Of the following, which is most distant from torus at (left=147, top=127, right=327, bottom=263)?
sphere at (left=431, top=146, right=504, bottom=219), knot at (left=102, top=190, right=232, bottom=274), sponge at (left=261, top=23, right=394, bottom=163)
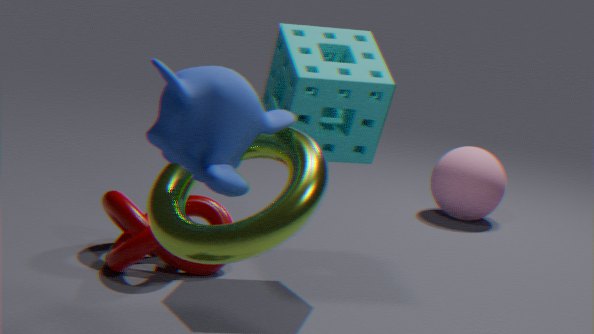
sphere at (left=431, top=146, right=504, bottom=219)
